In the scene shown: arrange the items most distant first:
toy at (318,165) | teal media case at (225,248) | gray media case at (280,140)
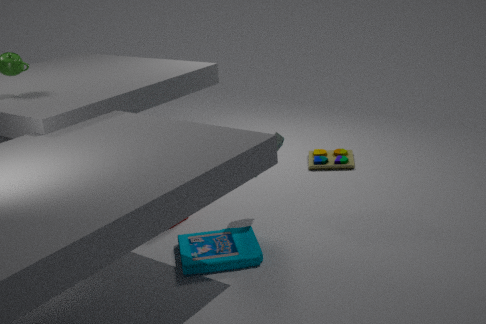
toy at (318,165), gray media case at (280,140), teal media case at (225,248)
